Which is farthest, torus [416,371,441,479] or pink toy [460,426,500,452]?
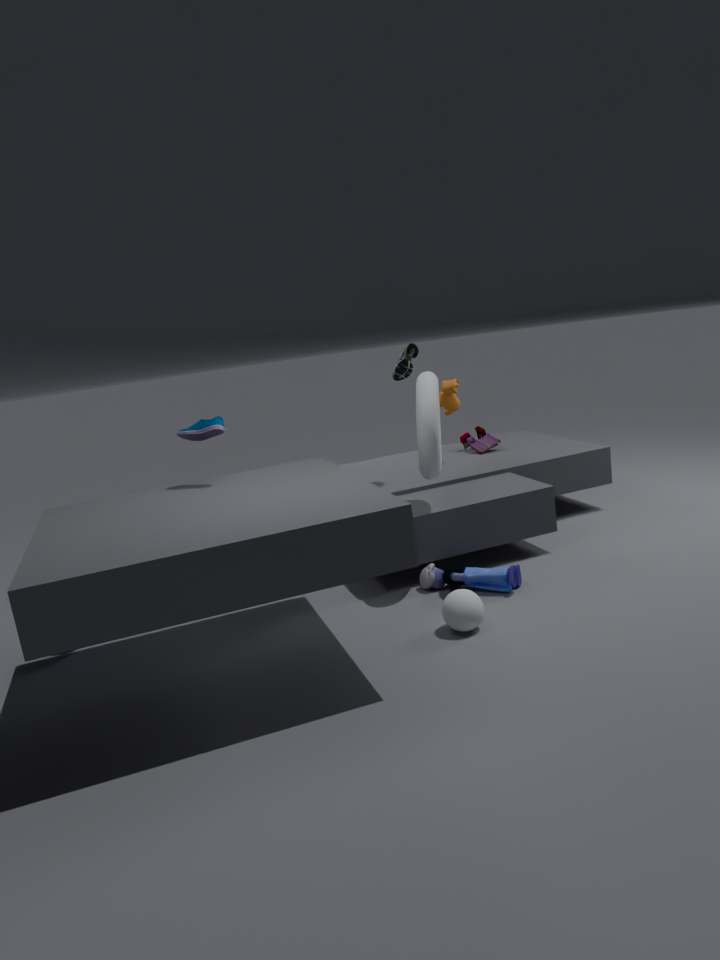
pink toy [460,426,500,452]
